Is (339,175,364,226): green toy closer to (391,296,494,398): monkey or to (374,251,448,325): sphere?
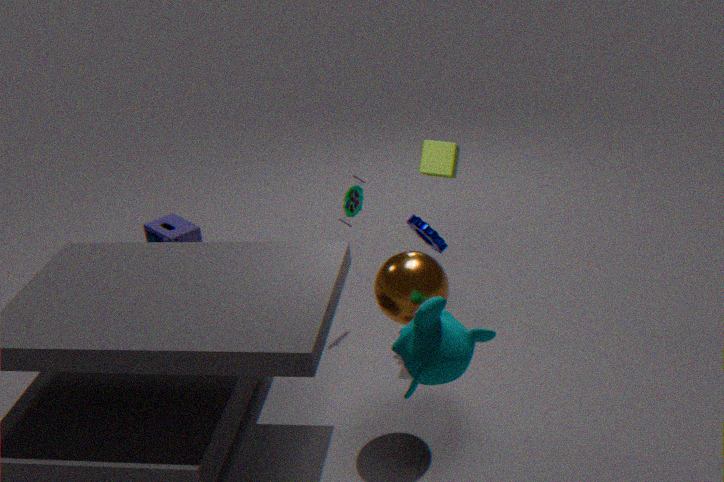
(374,251,448,325): sphere
